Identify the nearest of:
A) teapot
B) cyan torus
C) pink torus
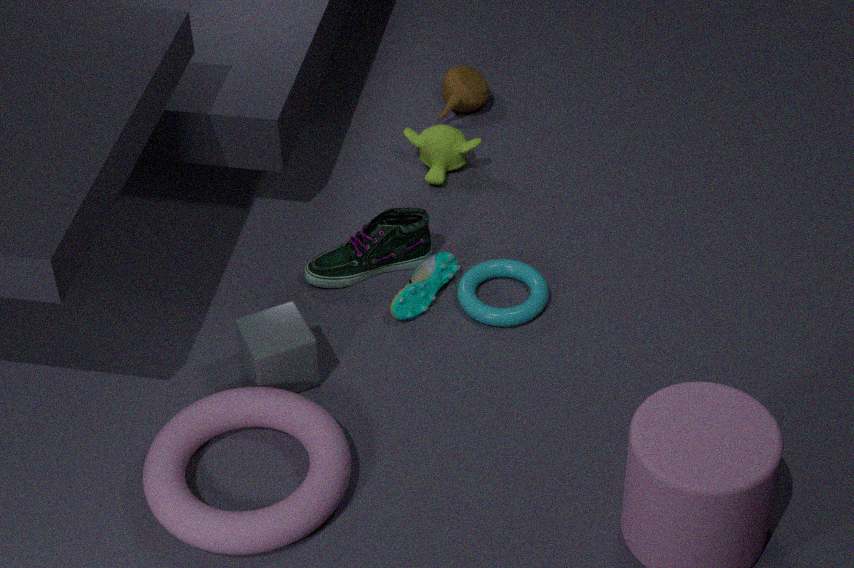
pink torus
